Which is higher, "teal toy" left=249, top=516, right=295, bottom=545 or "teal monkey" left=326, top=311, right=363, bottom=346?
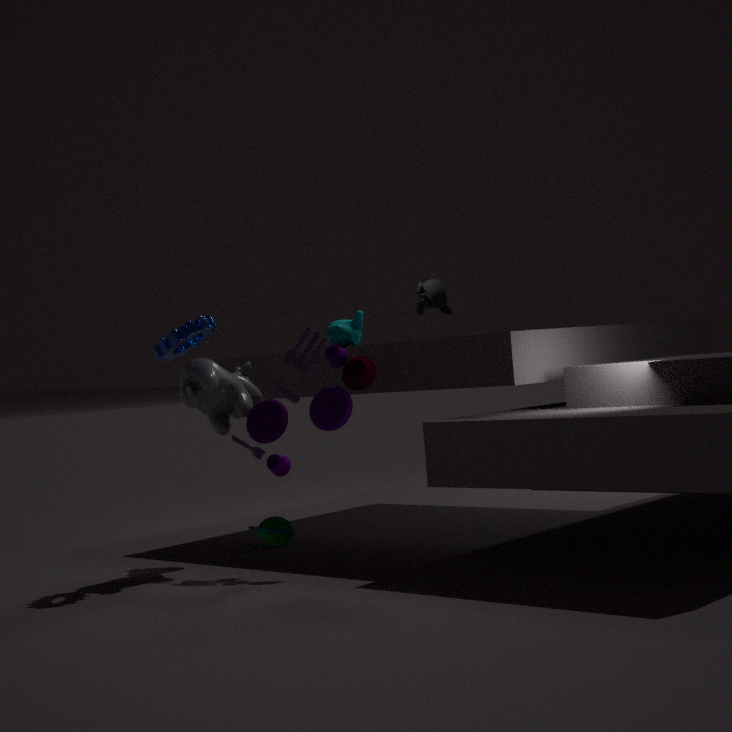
"teal monkey" left=326, top=311, right=363, bottom=346
